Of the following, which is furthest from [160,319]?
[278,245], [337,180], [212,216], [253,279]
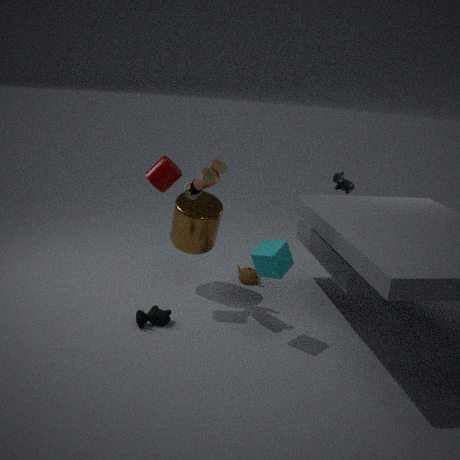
[337,180]
